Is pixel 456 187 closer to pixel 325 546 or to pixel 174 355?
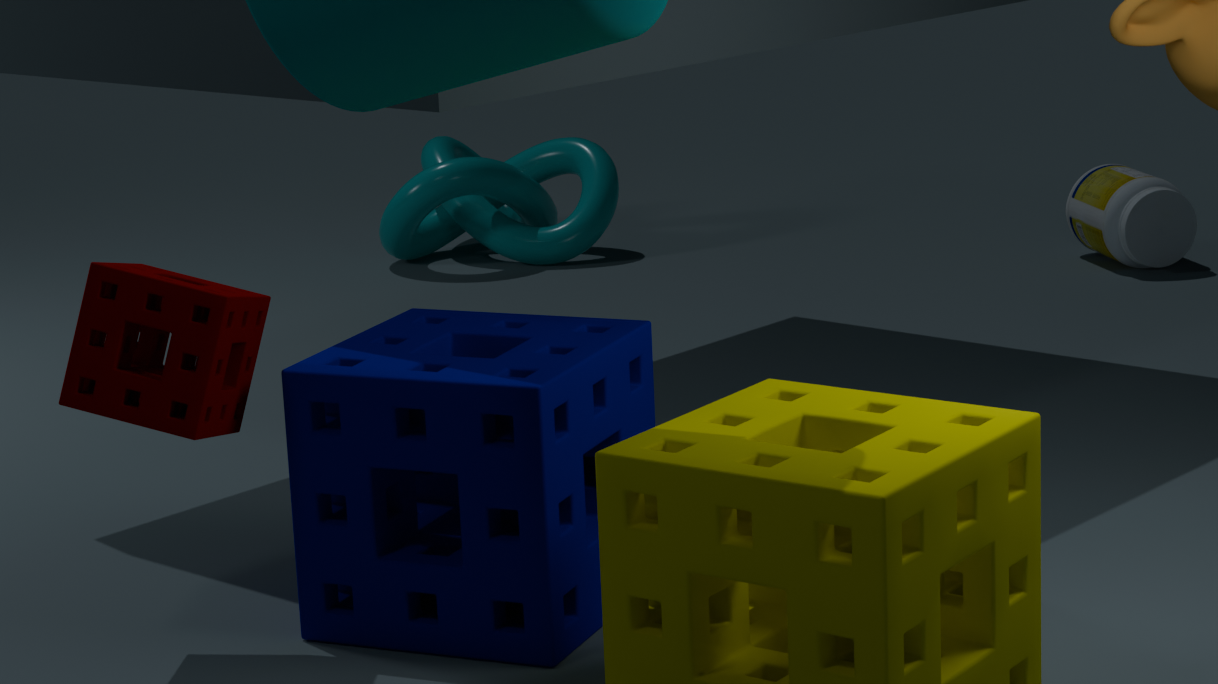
pixel 325 546
